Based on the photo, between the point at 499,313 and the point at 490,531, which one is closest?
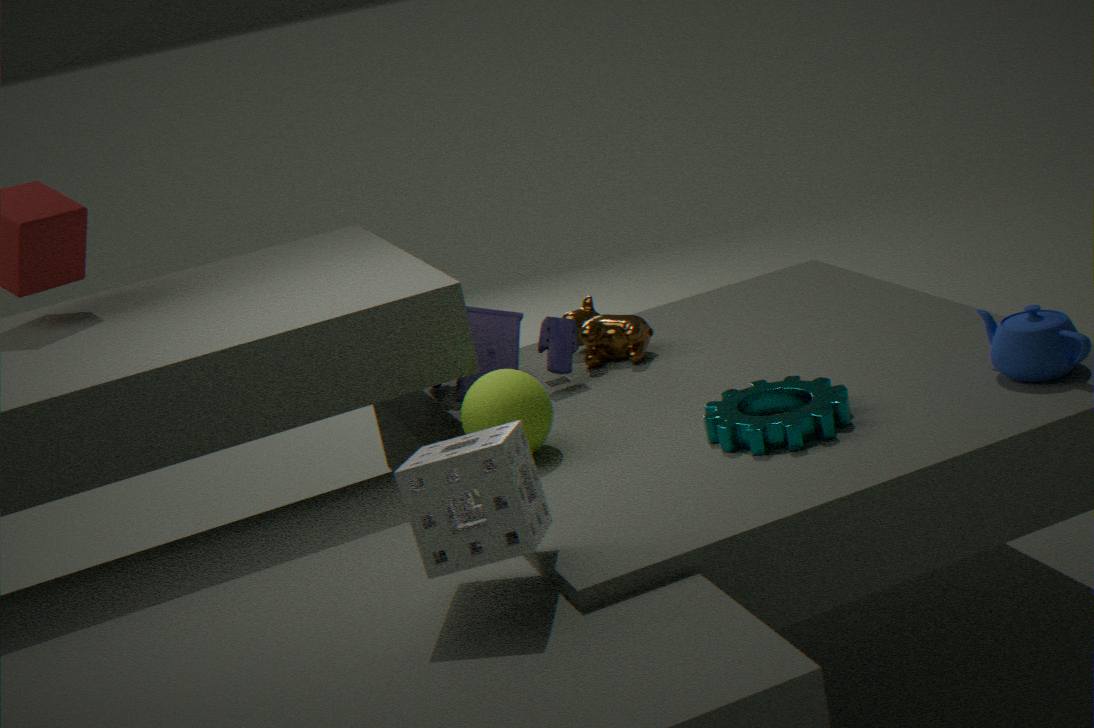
the point at 490,531
